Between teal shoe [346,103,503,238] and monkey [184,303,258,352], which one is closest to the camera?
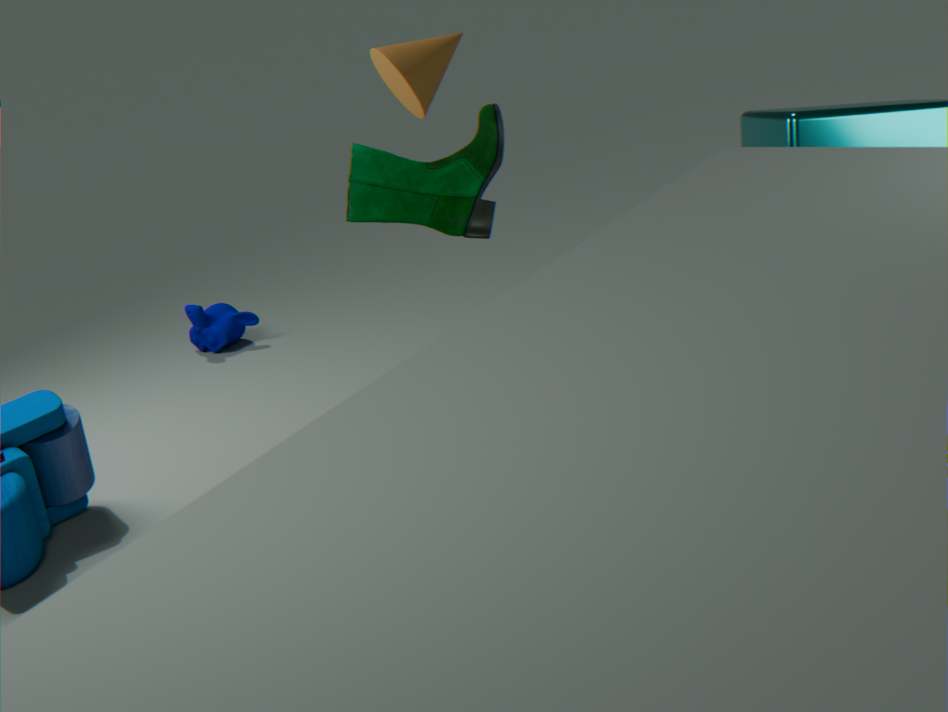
teal shoe [346,103,503,238]
